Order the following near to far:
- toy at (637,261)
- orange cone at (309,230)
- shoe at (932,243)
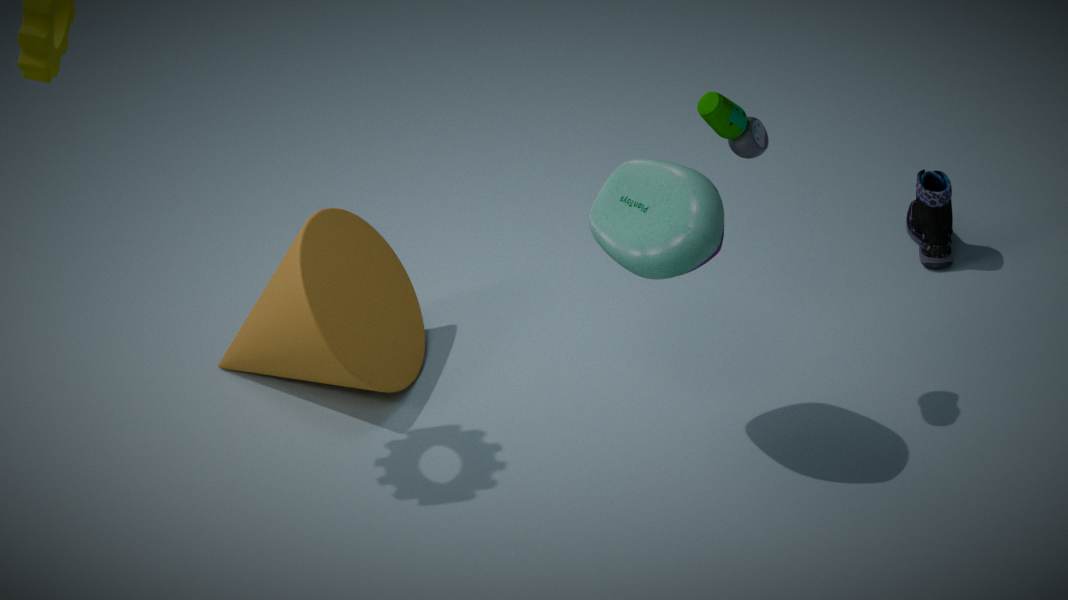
toy at (637,261) → orange cone at (309,230) → shoe at (932,243)
